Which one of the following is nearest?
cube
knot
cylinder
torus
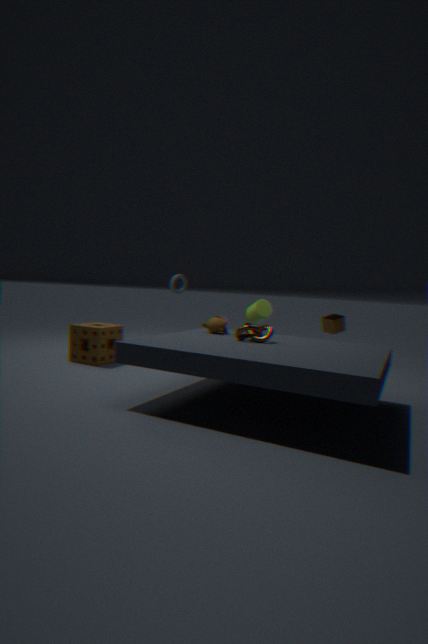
knot
